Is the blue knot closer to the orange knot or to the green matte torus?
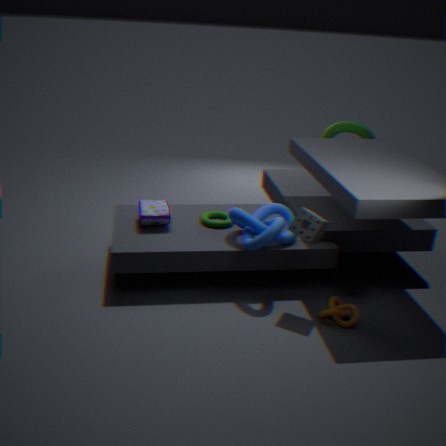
the green matte torus
